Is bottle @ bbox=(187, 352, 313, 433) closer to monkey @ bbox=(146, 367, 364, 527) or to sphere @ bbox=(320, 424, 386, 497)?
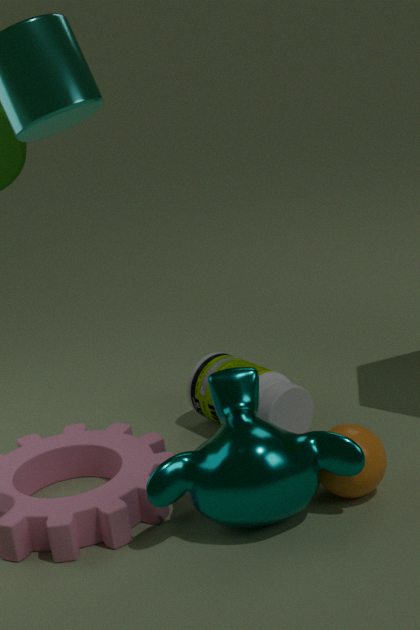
monkey @ bbox=(146, 367, 364, 527)
